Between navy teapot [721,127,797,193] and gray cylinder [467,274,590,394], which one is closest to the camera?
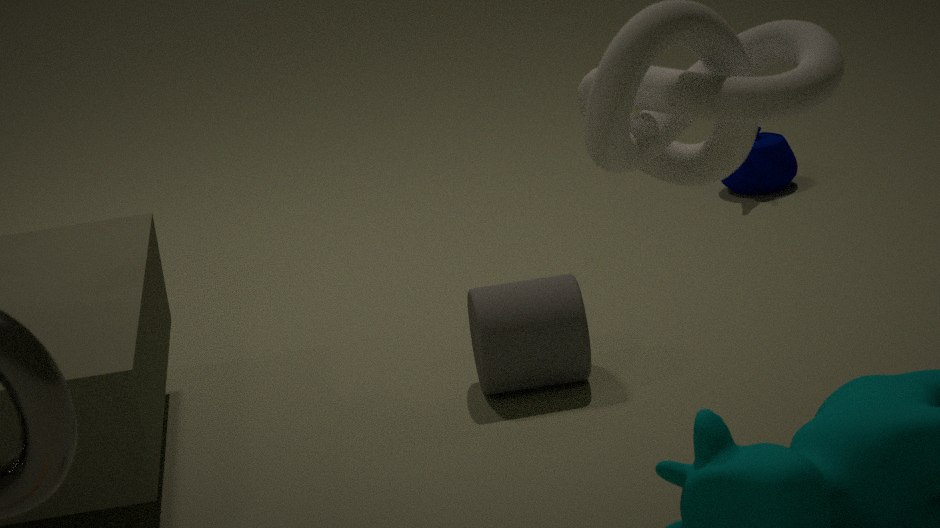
gray cylinder [467,274,590,394]
